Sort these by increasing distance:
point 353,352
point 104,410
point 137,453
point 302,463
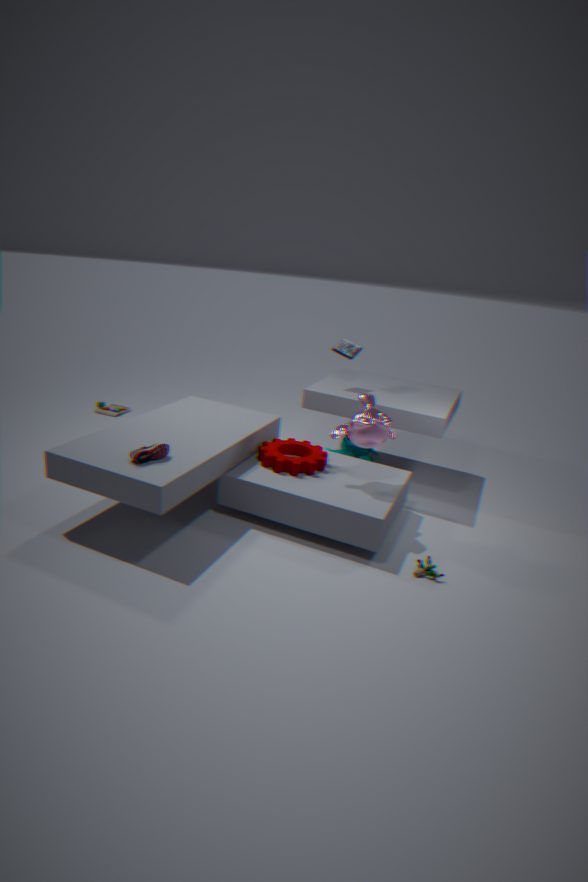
point 137,453
point 302,463
point 353,352
point 104,410
